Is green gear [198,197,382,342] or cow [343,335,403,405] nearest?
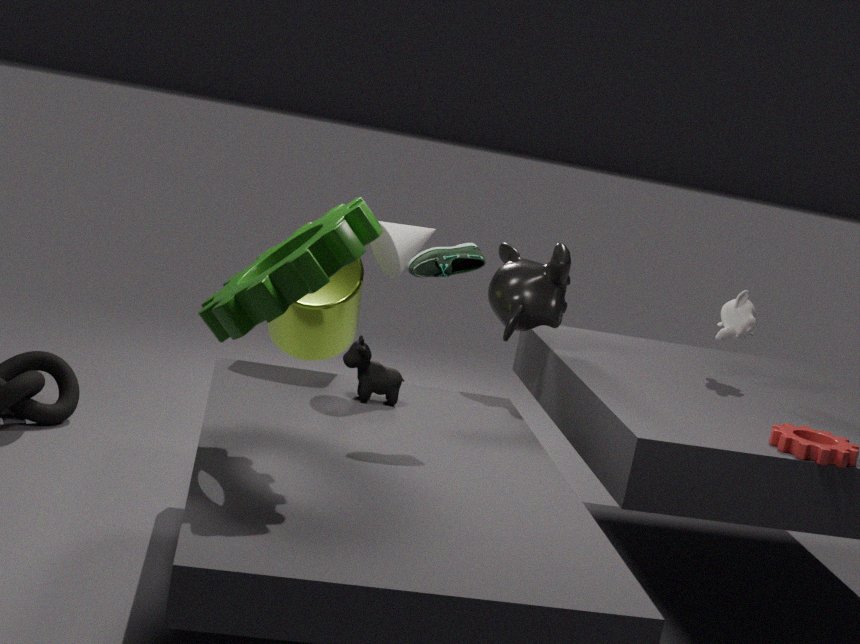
green gear [198,197,382,342]
